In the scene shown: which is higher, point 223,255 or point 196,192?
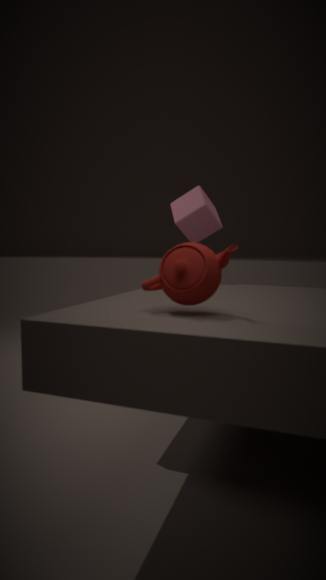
point 196,192
